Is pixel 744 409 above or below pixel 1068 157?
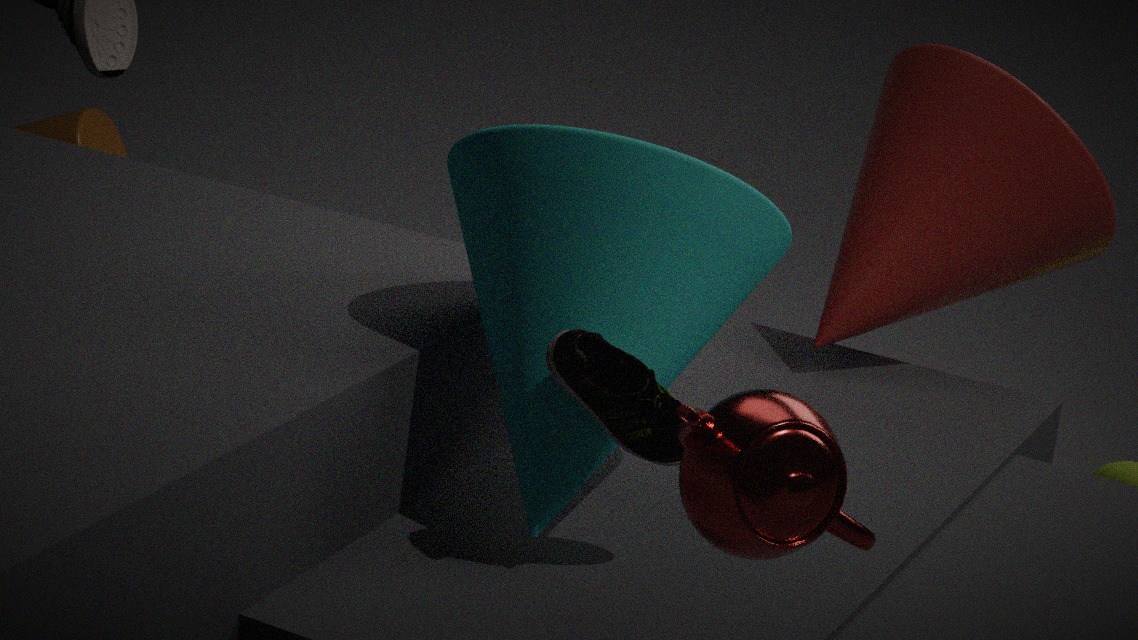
above
